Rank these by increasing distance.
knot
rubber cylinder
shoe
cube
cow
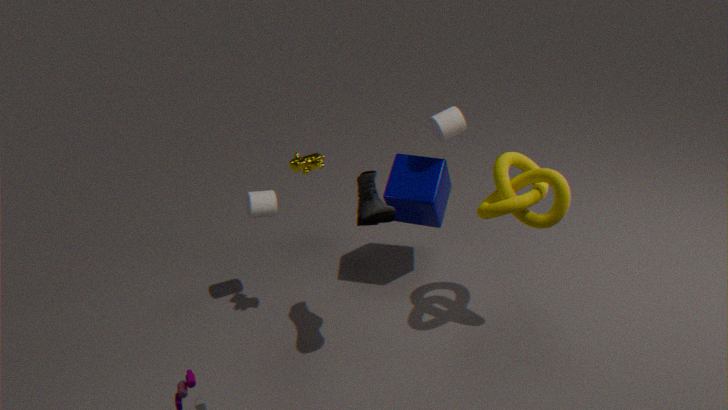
shoe < knot < cow < cube < rubber cylinder
